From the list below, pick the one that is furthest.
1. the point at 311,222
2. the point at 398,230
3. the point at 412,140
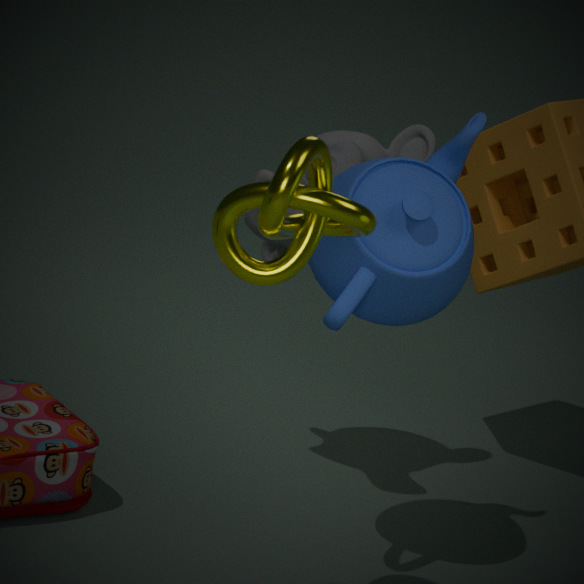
the point at 412,140
